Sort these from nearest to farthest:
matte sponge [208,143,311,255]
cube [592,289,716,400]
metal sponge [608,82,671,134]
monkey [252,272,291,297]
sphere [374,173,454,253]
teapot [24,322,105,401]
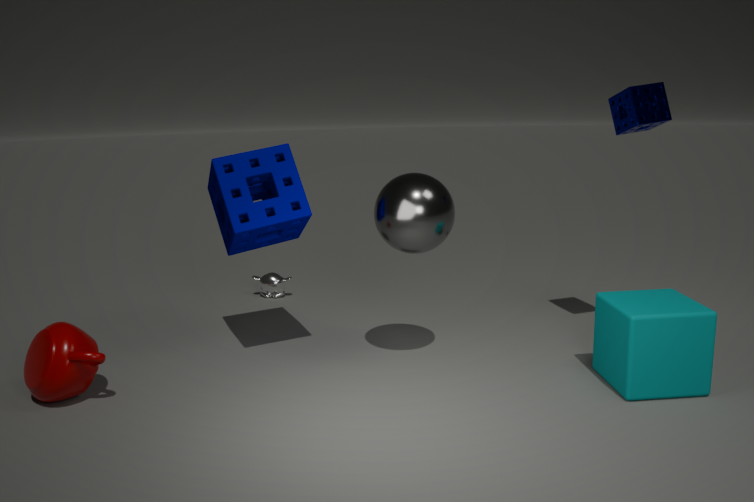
Result: cube [592,289,716,400] → teapot [24,322,105,401] → sphere [374,173,454,253] → matte sponge [208,143,311,255] → metal sponge [608,82,671,134] → monkey [252,272,291,297]
